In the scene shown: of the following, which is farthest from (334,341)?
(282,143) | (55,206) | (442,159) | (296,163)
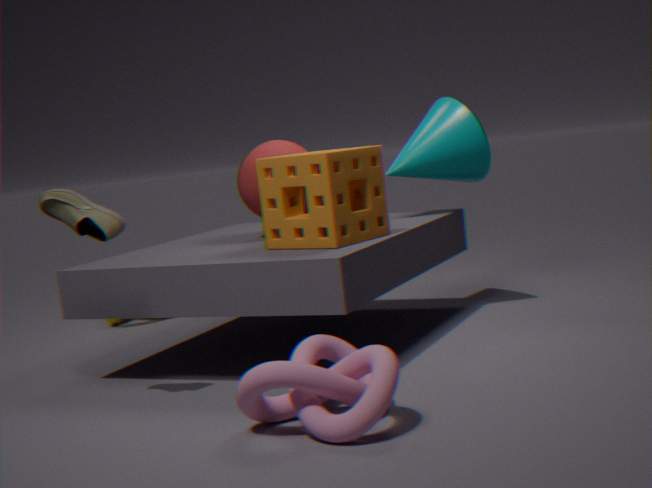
(442,159)
